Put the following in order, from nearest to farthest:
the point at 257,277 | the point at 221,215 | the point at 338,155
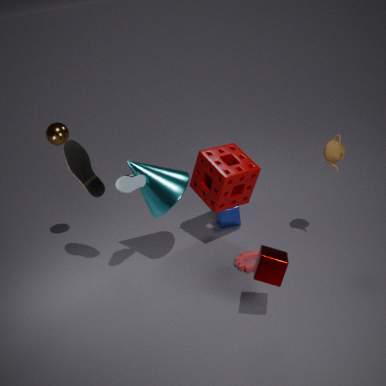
the point at 257,277, the point at 338,155, the point at 221,215
